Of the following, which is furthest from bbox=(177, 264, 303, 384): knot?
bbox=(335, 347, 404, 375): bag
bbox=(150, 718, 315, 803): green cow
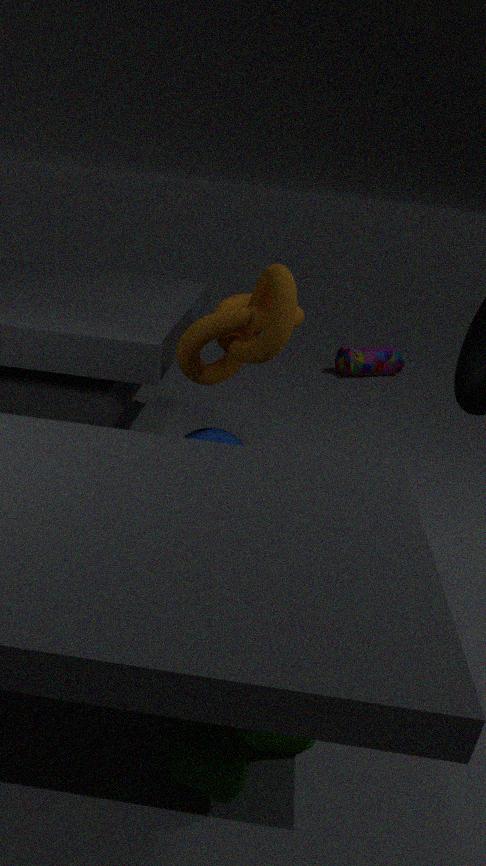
bbox=(335, 347, 404, 375): bag
